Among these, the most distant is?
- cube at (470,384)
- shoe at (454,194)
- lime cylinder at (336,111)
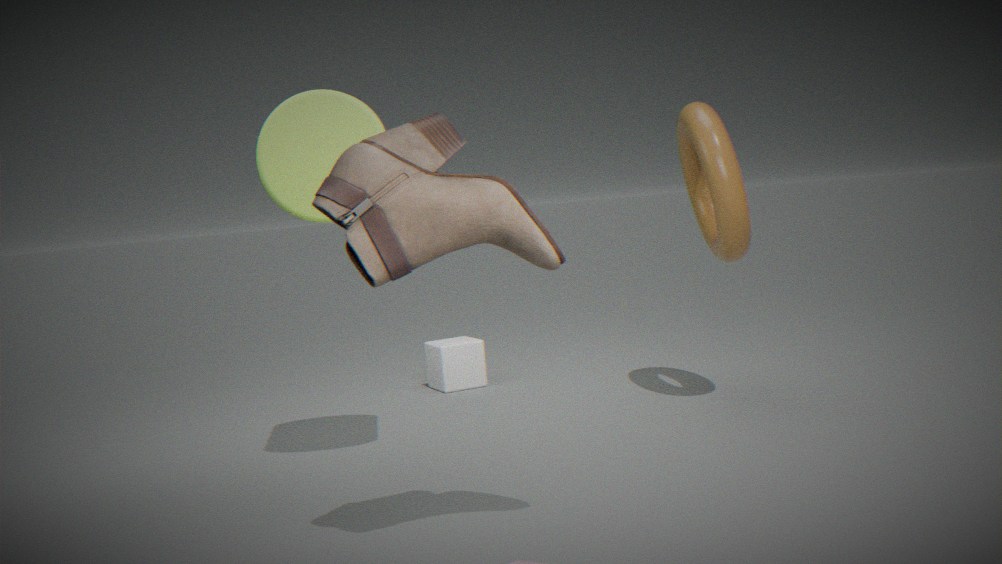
cube at (470,384)
